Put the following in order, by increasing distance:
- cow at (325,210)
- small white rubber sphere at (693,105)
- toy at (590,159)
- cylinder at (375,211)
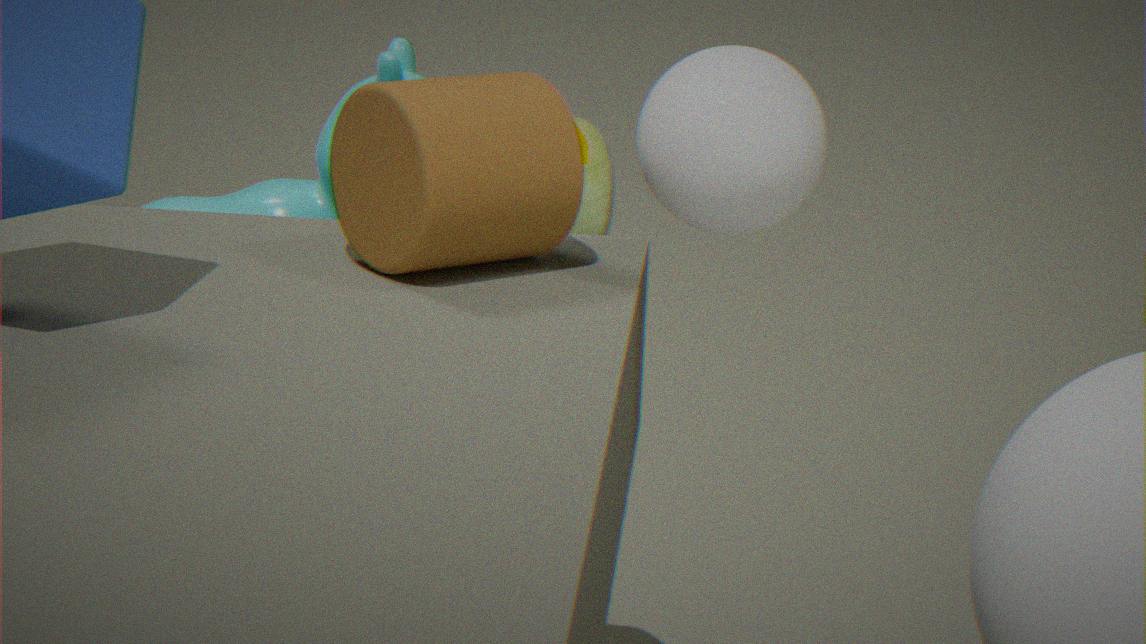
cylinder at (375,211), small white rubber sphere at (693,105), cow at (325,210), toy at (590,159)
